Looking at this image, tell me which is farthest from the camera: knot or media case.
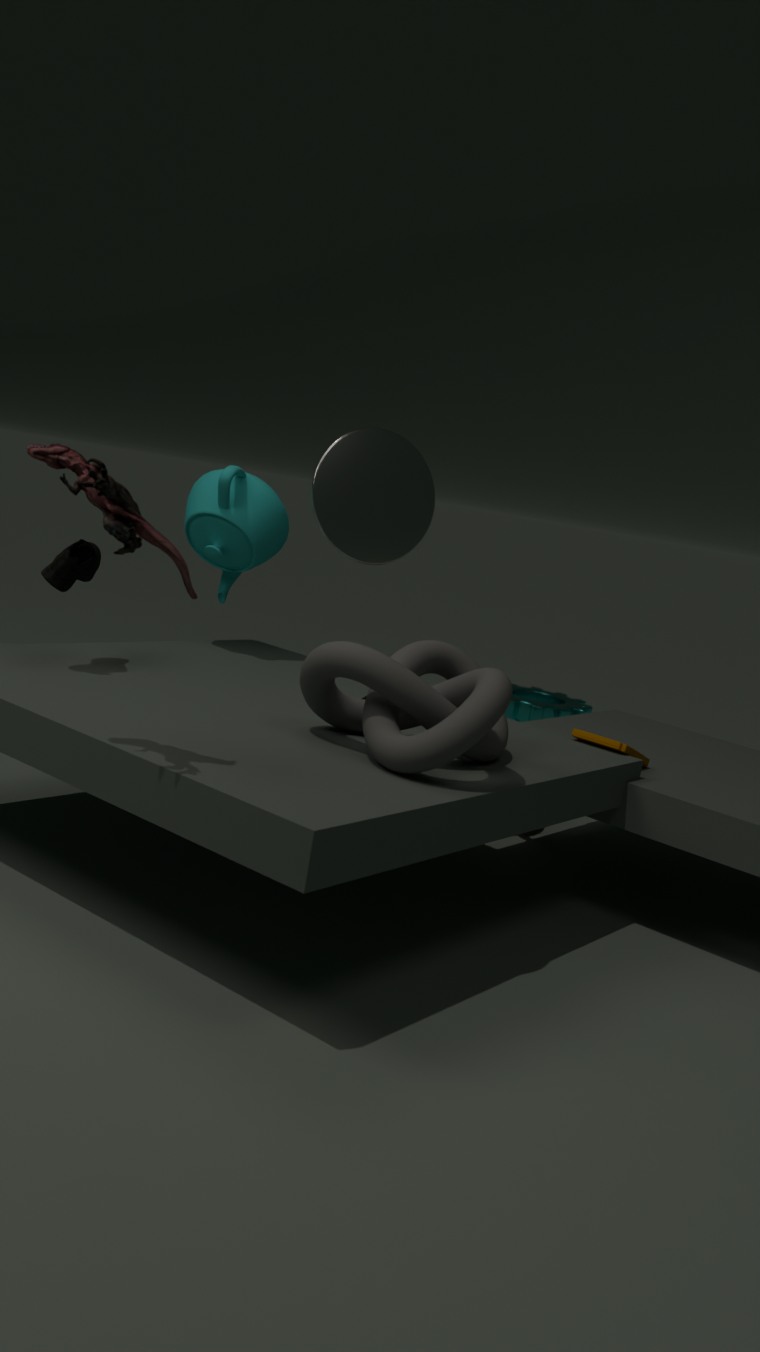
media case
